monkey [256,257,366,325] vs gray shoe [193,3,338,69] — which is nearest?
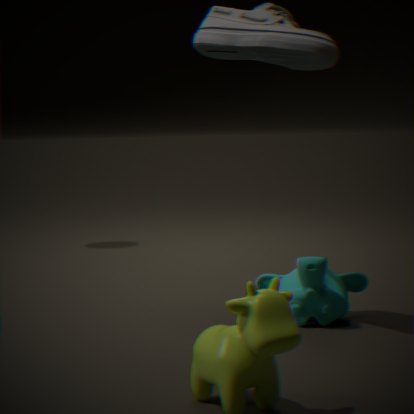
gray shoe [193,3,338,69]
